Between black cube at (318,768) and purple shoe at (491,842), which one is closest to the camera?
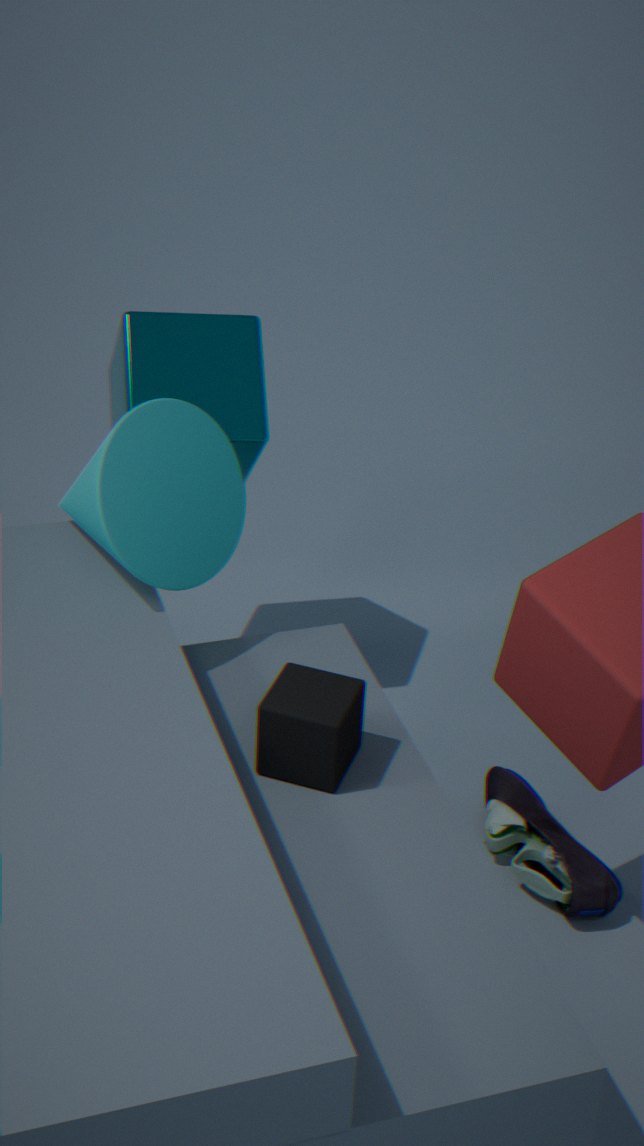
black cube at (318,768)
